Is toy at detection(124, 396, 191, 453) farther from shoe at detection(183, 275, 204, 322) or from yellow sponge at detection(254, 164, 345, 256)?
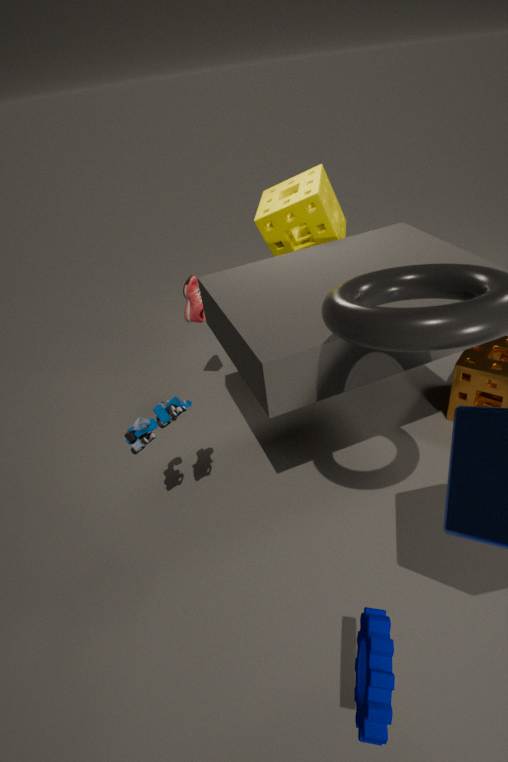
yellow sponge at detection(254, 164, 345, 256)
